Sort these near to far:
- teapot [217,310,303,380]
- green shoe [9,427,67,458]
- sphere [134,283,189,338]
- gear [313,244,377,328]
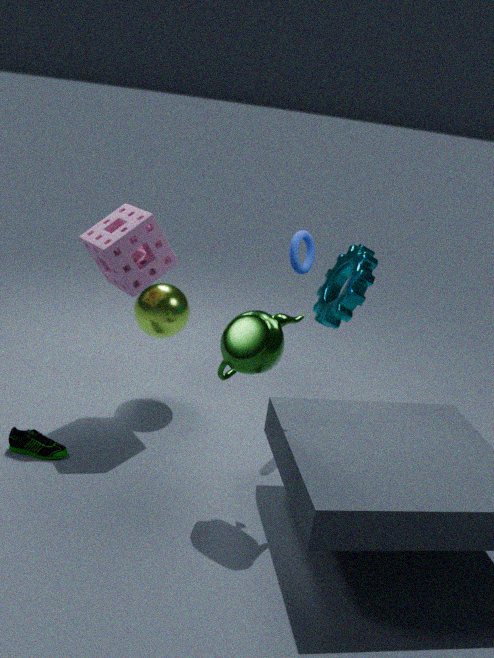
teapot [217,310,303,380] → green shoe [9,427,67,458] → gear [313,244,377,328] → sphere [134,283,189,338]
